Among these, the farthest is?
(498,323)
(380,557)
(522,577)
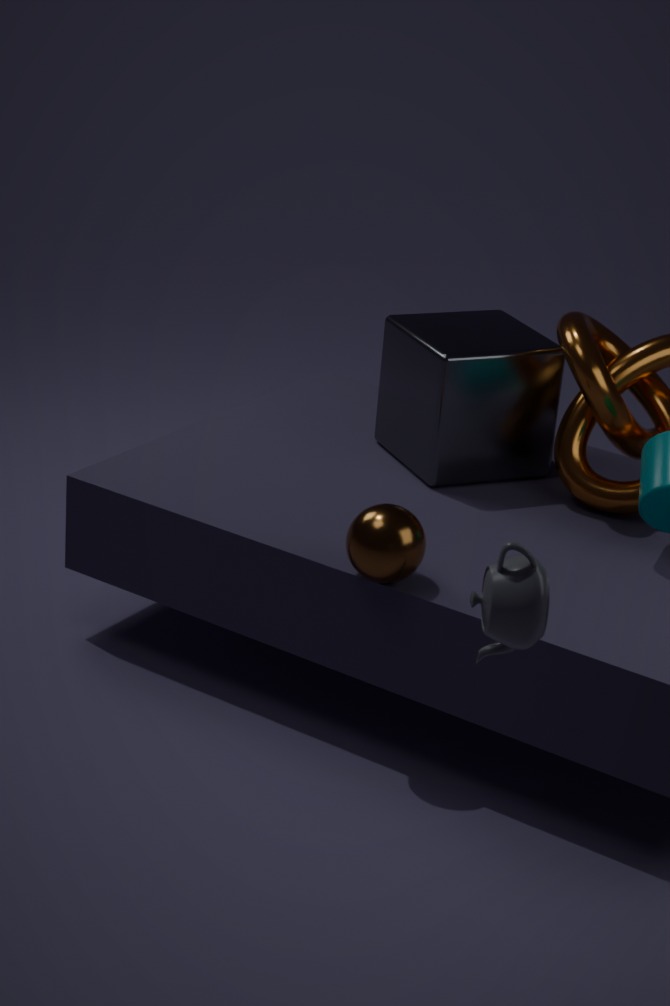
(498,323)
